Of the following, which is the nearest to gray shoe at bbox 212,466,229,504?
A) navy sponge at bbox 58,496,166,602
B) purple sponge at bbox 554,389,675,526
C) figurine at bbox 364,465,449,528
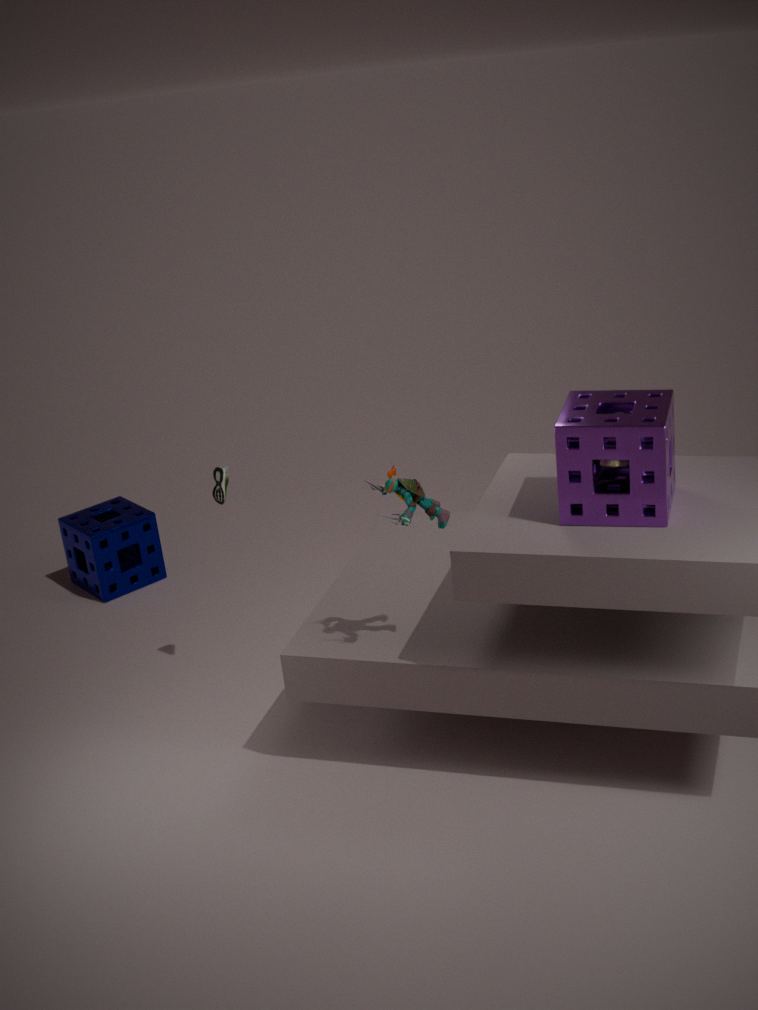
figurine at bbox 364,465,449,528
